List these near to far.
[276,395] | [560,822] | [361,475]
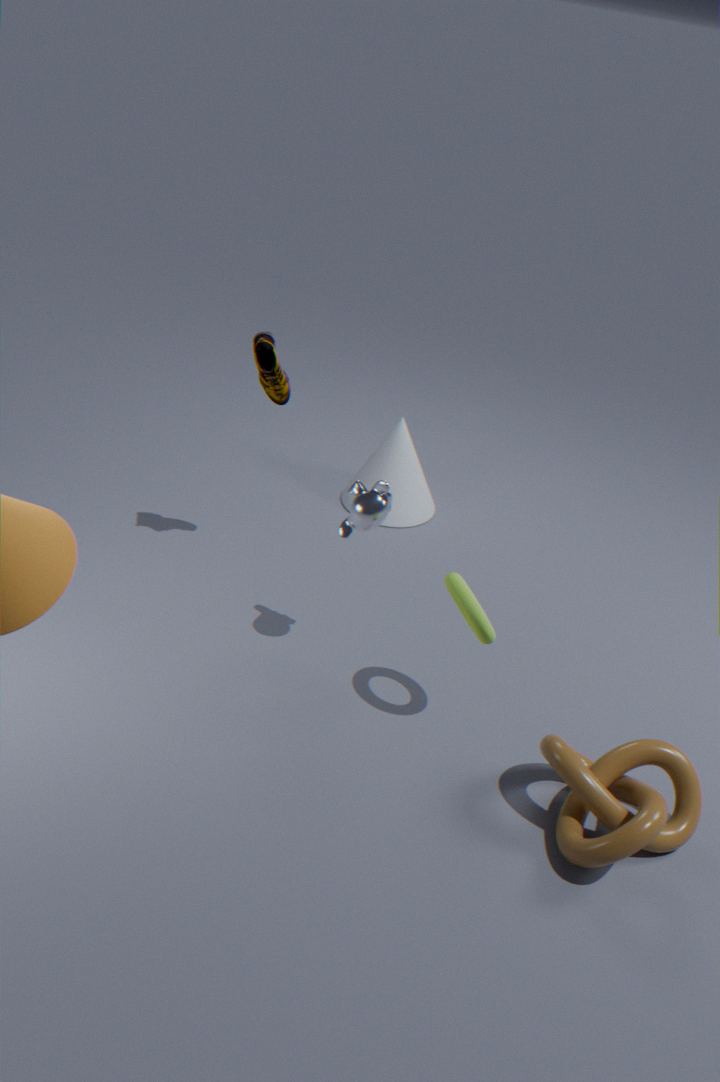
1. [560,822]
2. [276,395]
3. [361,475]
